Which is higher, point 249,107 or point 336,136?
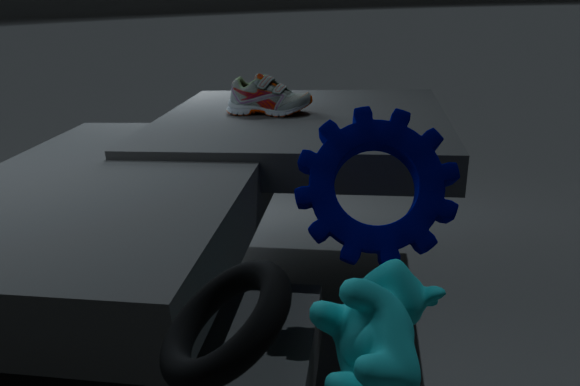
point 249,107
